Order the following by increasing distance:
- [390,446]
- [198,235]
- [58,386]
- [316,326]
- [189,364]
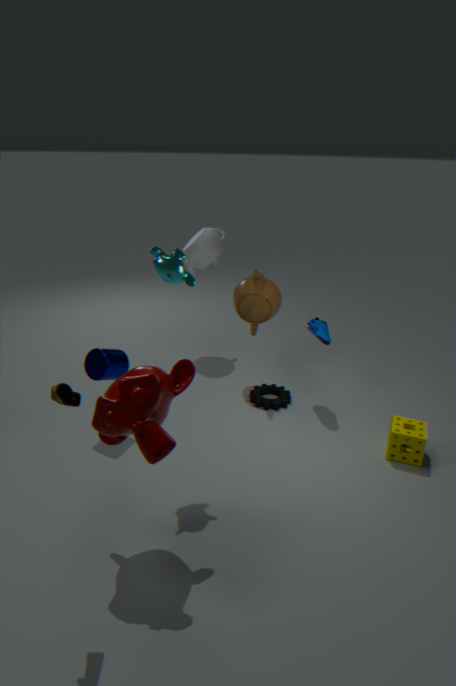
[58,386] → [189,364] → [390,446] → [316,326] → [198,235]
